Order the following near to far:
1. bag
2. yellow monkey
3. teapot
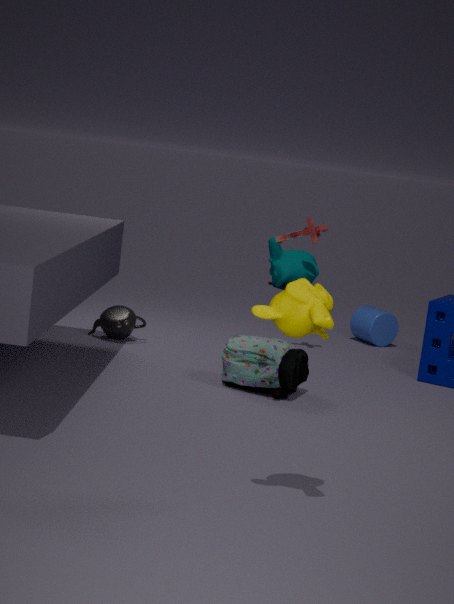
yellow monkey, bag, teapot
